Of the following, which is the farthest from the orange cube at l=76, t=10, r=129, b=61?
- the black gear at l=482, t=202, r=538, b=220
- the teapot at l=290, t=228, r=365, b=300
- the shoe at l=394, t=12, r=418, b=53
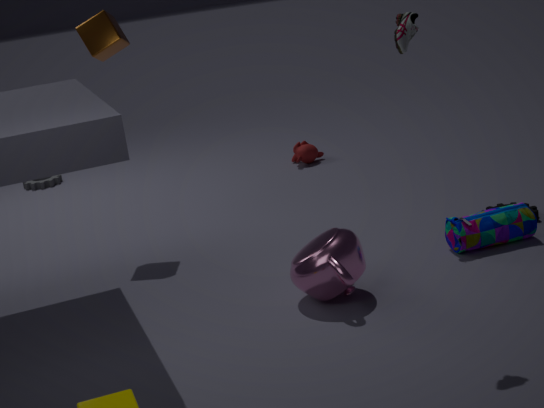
the black gear at l=482, t=202, r=538, b=220
